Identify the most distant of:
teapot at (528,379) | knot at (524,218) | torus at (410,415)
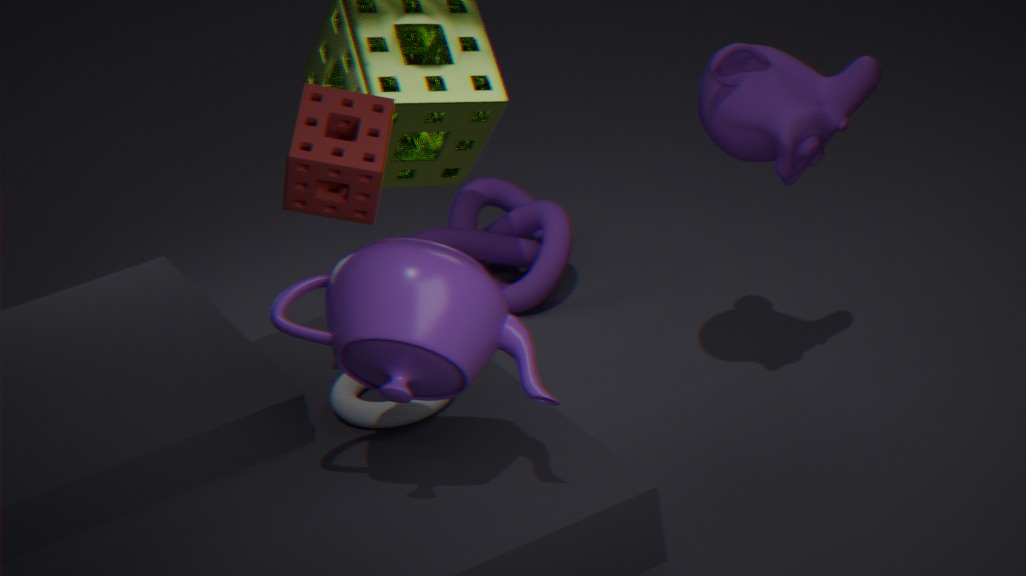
knot at (524,218)
